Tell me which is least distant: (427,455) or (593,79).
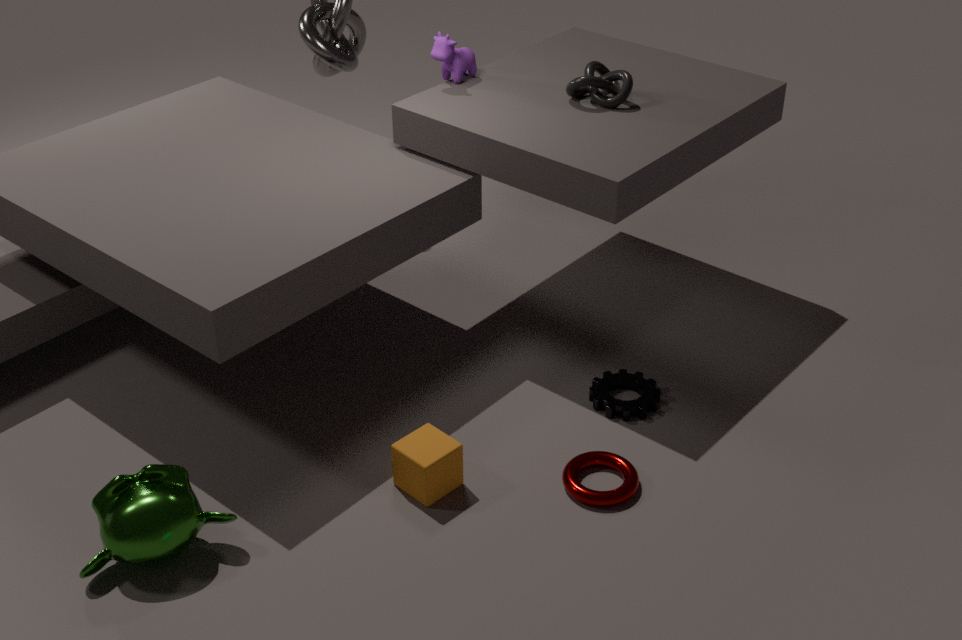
(427,455)
